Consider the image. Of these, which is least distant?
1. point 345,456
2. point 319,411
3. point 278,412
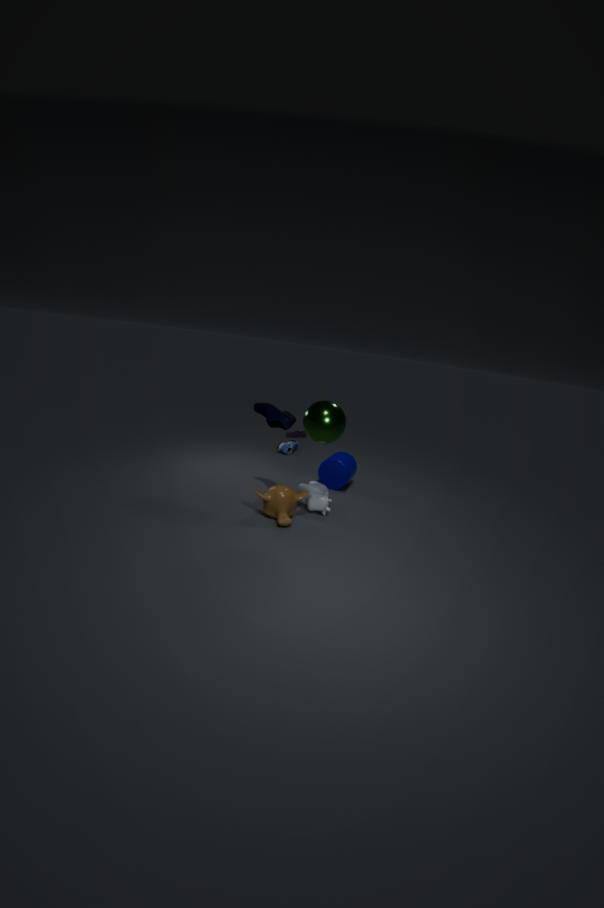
point 319,411
